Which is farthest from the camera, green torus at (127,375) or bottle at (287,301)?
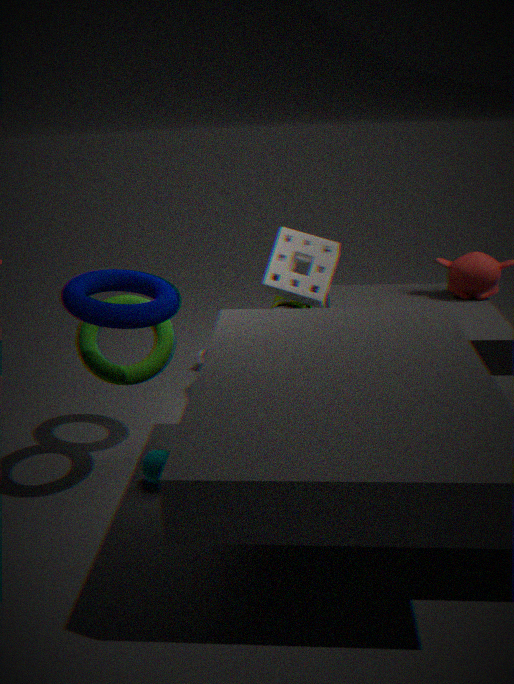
bottle at (287,301)
